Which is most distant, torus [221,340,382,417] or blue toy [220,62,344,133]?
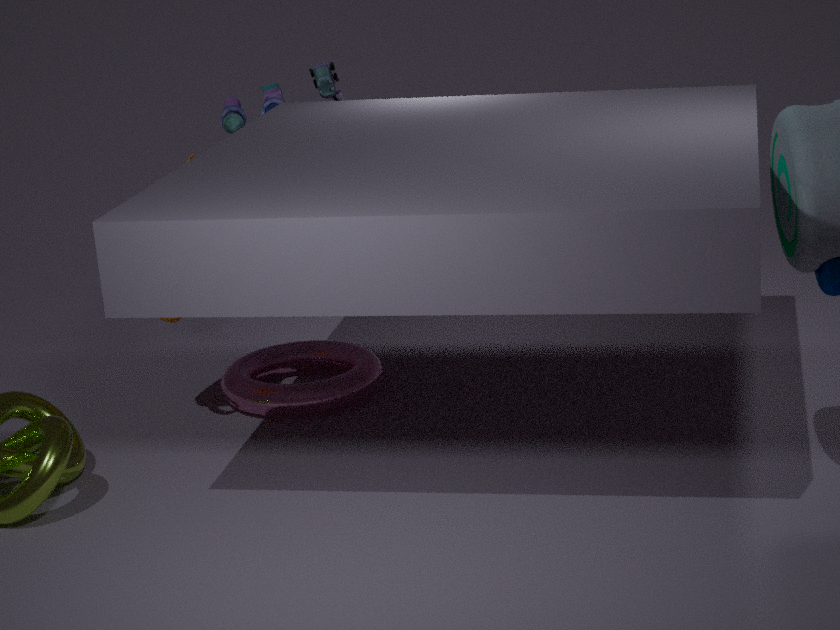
blue toy [220,62,344,133]
